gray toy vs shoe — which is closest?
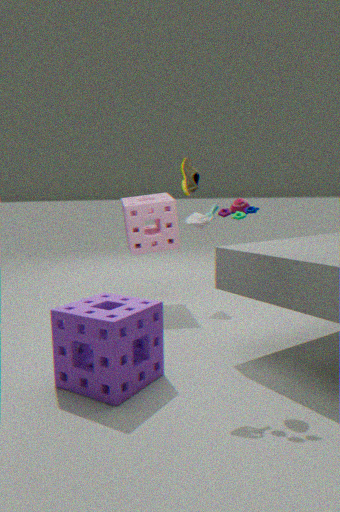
gray toy
